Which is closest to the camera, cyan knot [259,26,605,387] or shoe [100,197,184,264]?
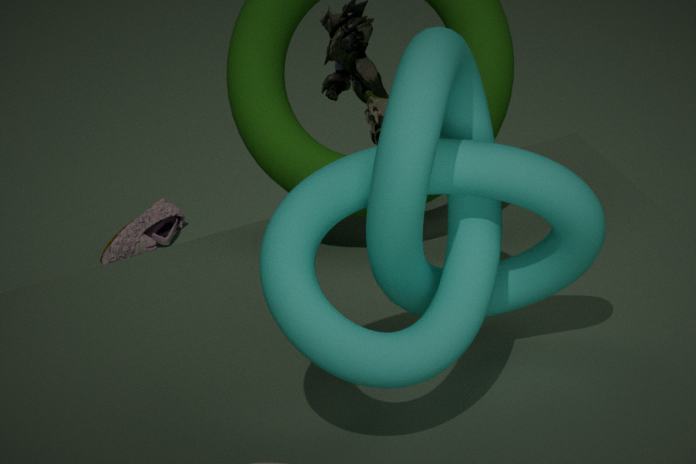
cyan knot [259,26,605,387]
